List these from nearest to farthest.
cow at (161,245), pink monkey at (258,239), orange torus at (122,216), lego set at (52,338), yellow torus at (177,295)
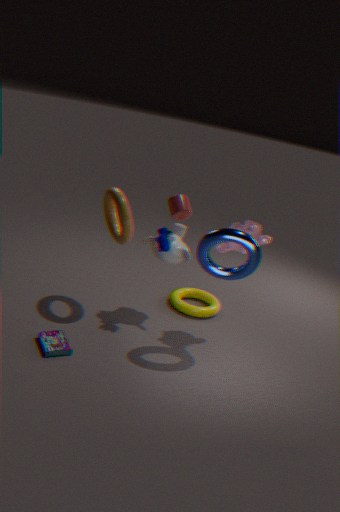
lego set at (52,338) → orange torus at (122,216) → pink monkey at (258,239) → cow at (161,245) → yellow torus at (177,295)
